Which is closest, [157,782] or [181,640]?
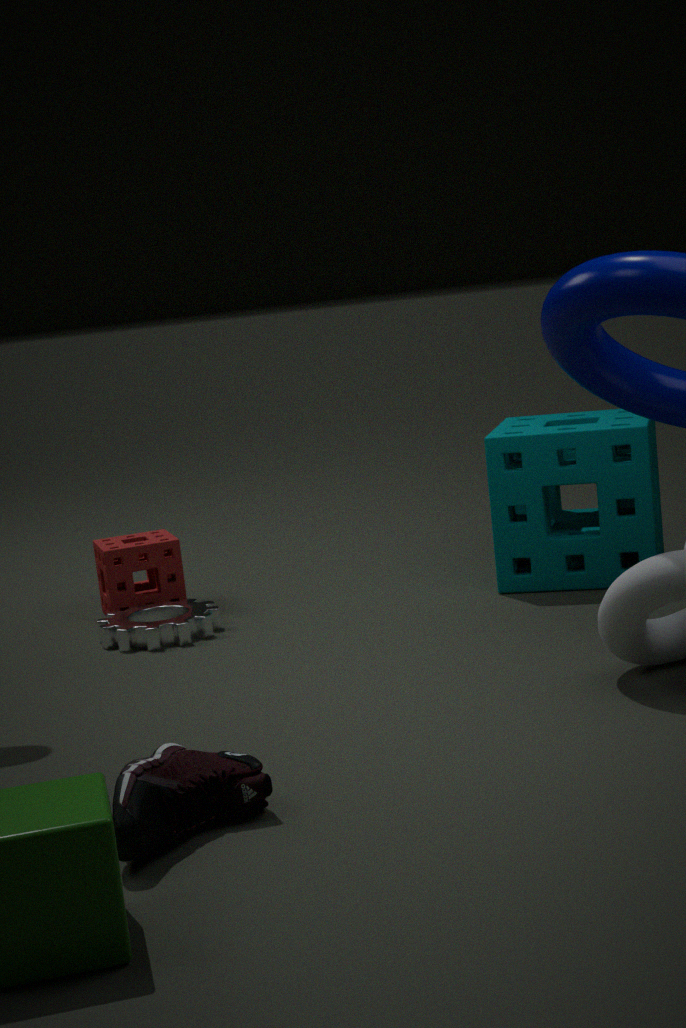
[157,782]
